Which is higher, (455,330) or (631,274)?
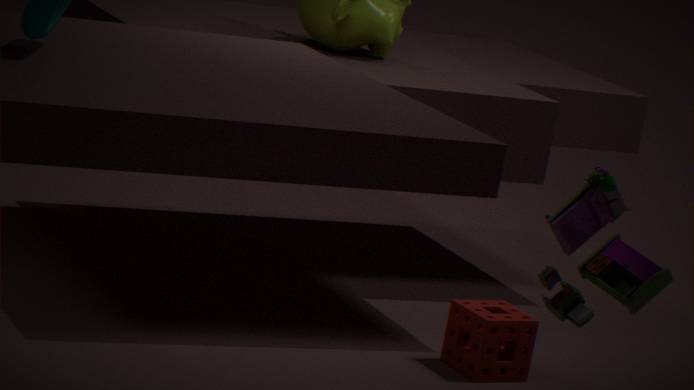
(631,274)
